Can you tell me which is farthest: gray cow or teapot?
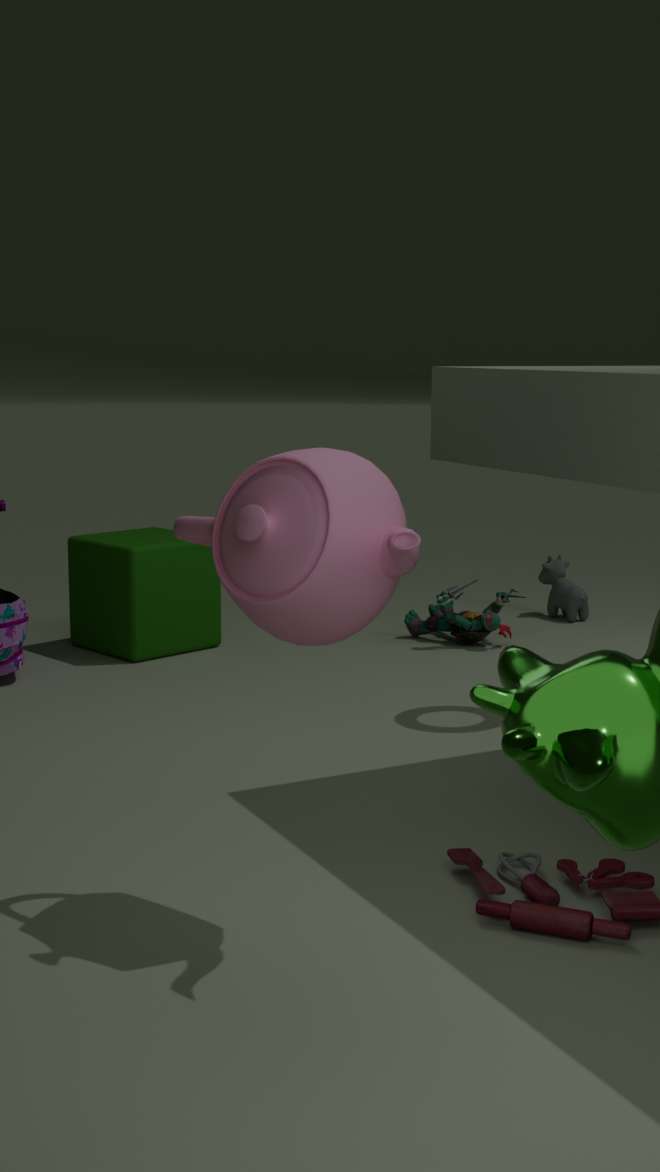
gray cow
